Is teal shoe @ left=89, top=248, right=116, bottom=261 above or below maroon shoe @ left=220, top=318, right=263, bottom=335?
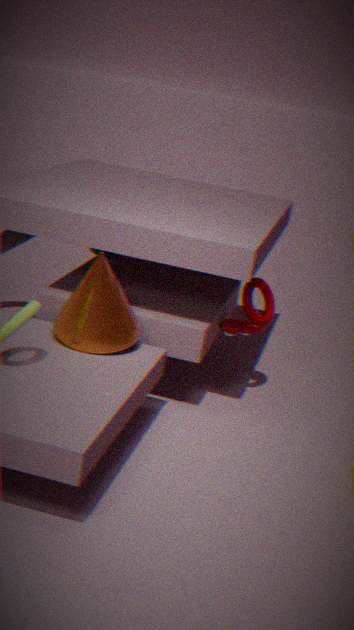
above
